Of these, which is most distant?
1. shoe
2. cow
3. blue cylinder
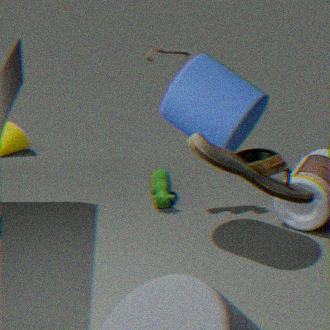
cow
